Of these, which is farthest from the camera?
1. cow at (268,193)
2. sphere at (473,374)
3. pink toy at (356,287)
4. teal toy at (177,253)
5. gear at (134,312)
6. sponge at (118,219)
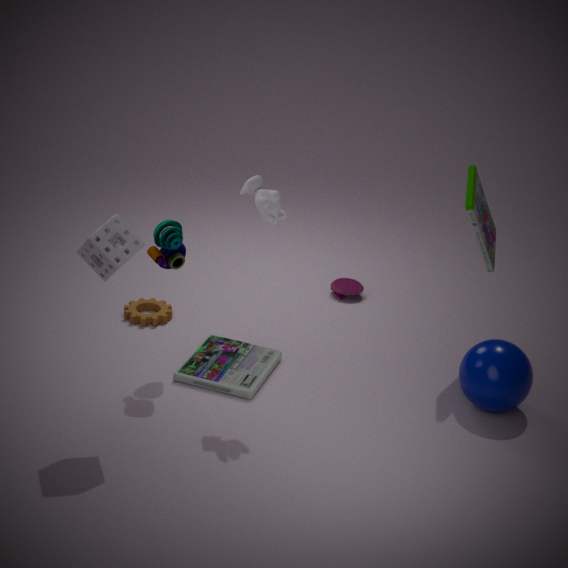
pink toy at (356,287)
